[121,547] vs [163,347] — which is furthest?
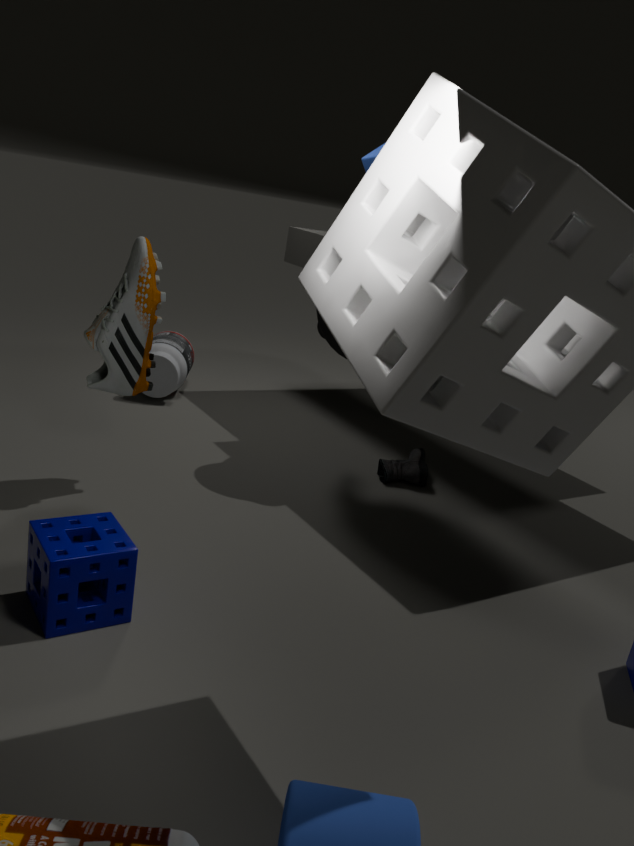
[163,347]
